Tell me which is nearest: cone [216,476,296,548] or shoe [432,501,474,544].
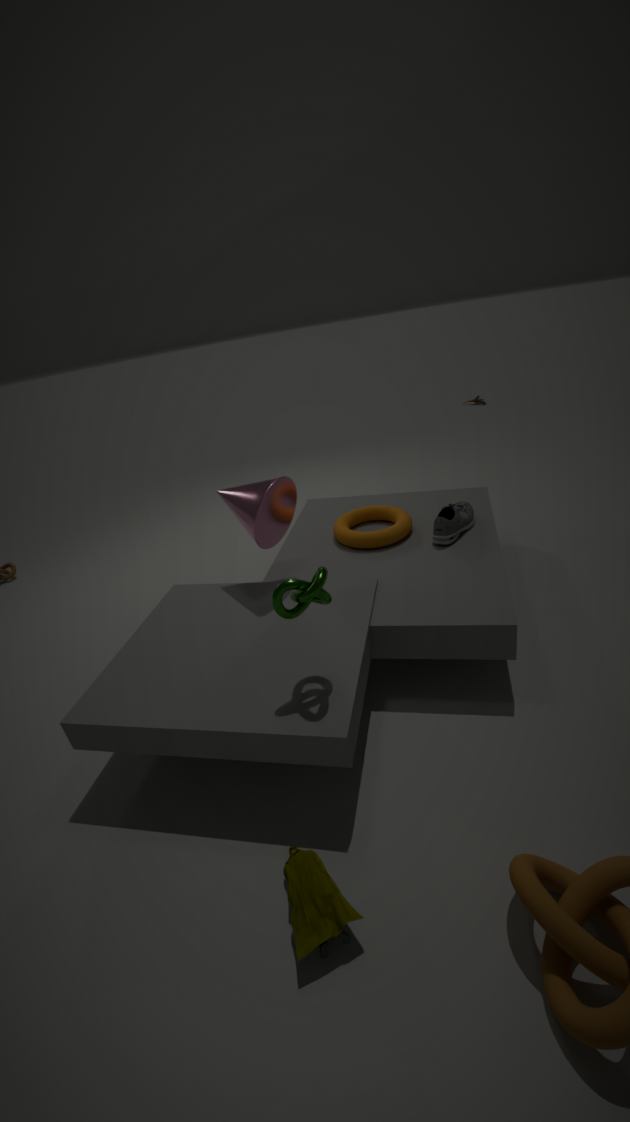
cone [216,476,296,548]
